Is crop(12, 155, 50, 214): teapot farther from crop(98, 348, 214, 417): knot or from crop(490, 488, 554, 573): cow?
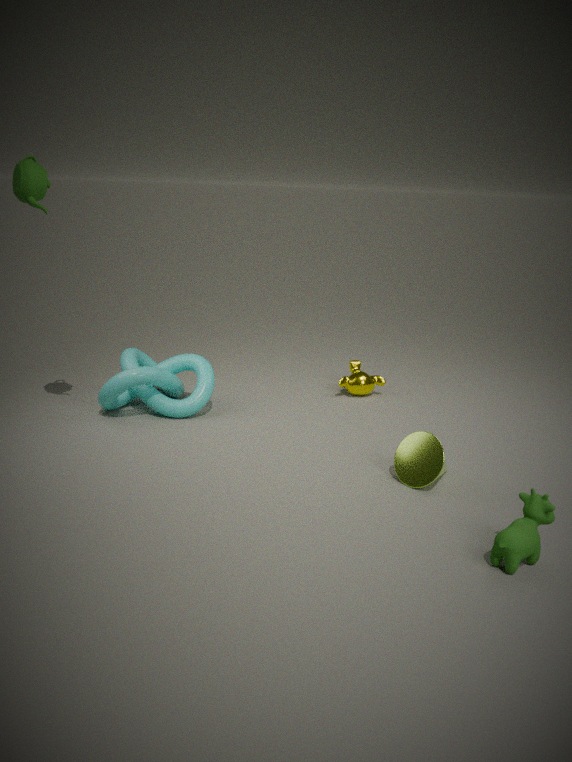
crop(490, 488, 554, 573): cow
